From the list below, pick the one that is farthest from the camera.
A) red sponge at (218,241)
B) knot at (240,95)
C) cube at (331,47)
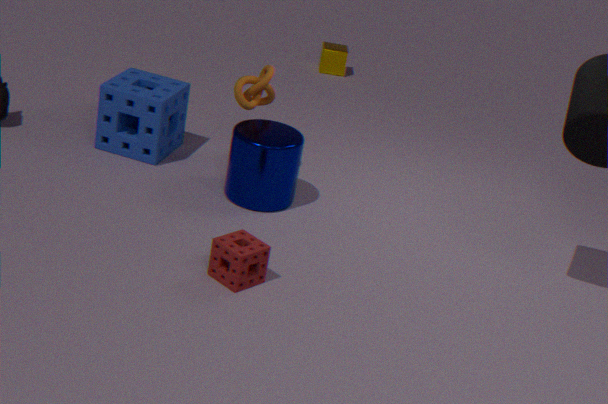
cube at (331,47)
